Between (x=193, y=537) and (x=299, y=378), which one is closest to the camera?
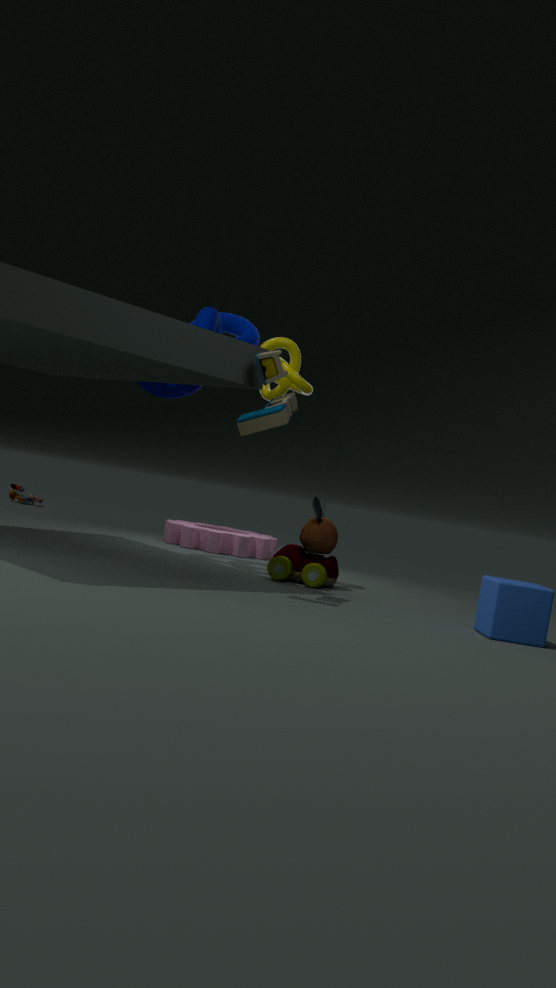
(x=299, y=378)
